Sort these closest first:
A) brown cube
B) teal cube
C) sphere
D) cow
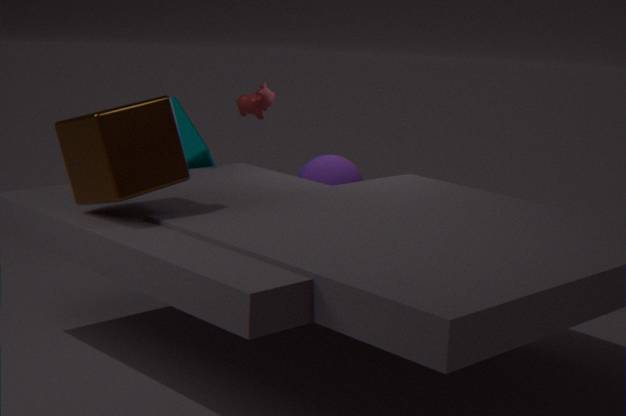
brown cube
sphere
cow
teal cube
